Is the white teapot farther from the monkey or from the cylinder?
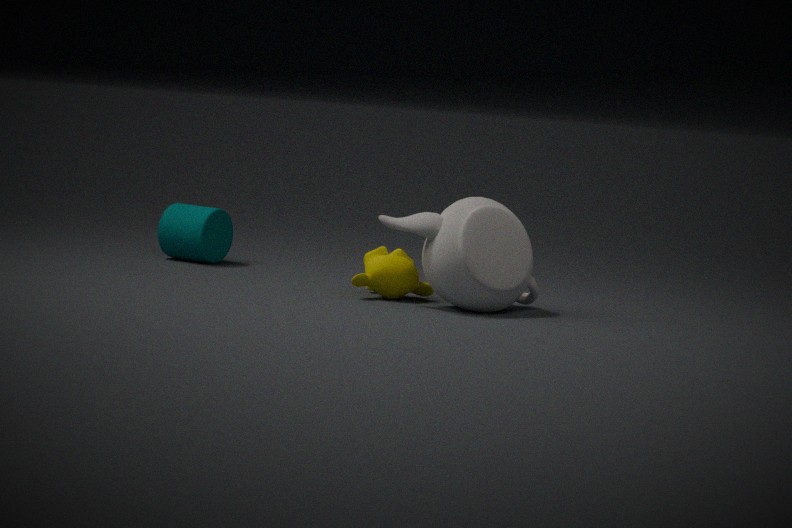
the cylinder
